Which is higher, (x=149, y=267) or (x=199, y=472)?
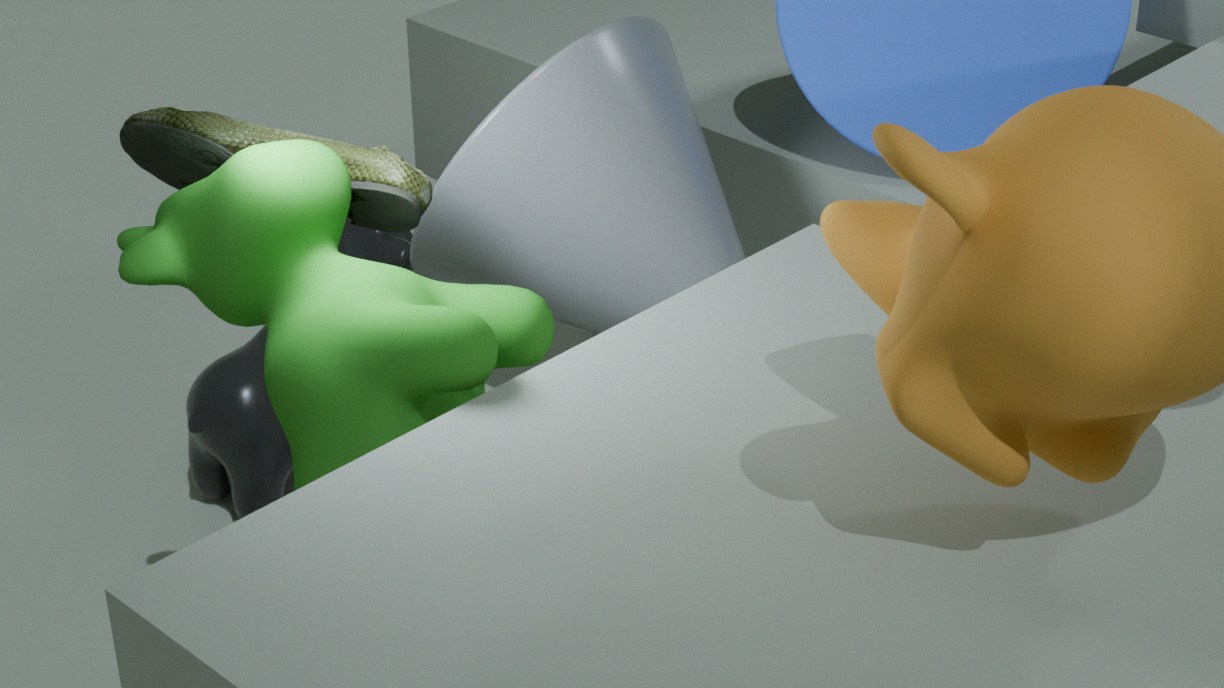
(x=149, y=267)
